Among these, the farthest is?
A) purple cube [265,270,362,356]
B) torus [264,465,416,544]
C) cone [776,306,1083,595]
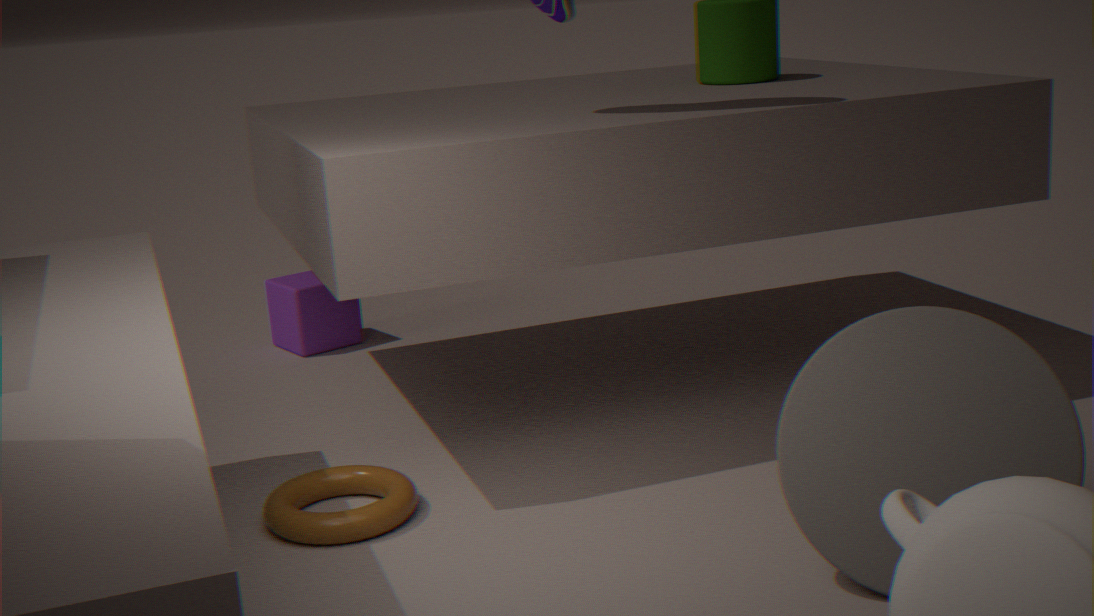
purple cube [265,270,362,356]
